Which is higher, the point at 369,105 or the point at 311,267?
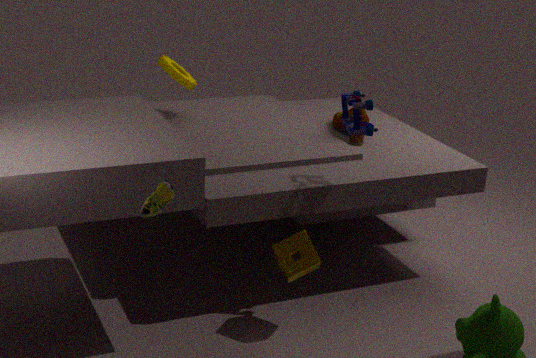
the point at 369,105
